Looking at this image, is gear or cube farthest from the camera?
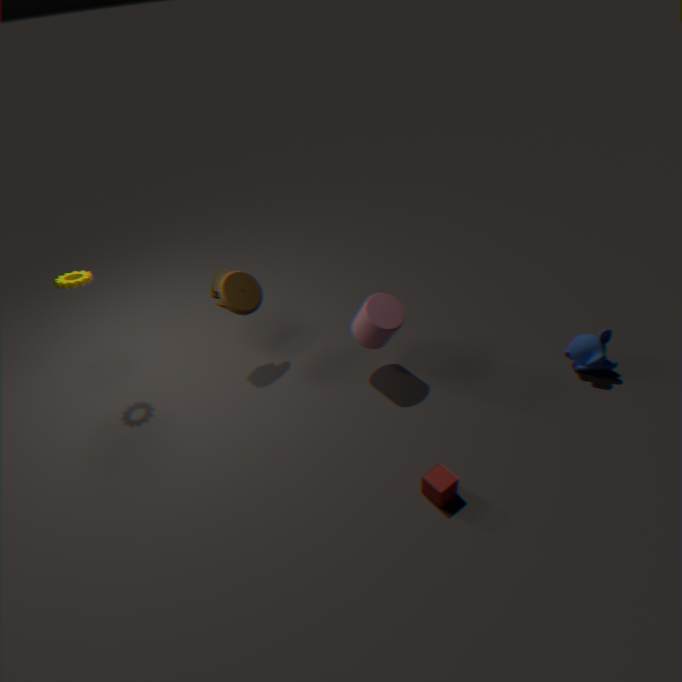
gear
